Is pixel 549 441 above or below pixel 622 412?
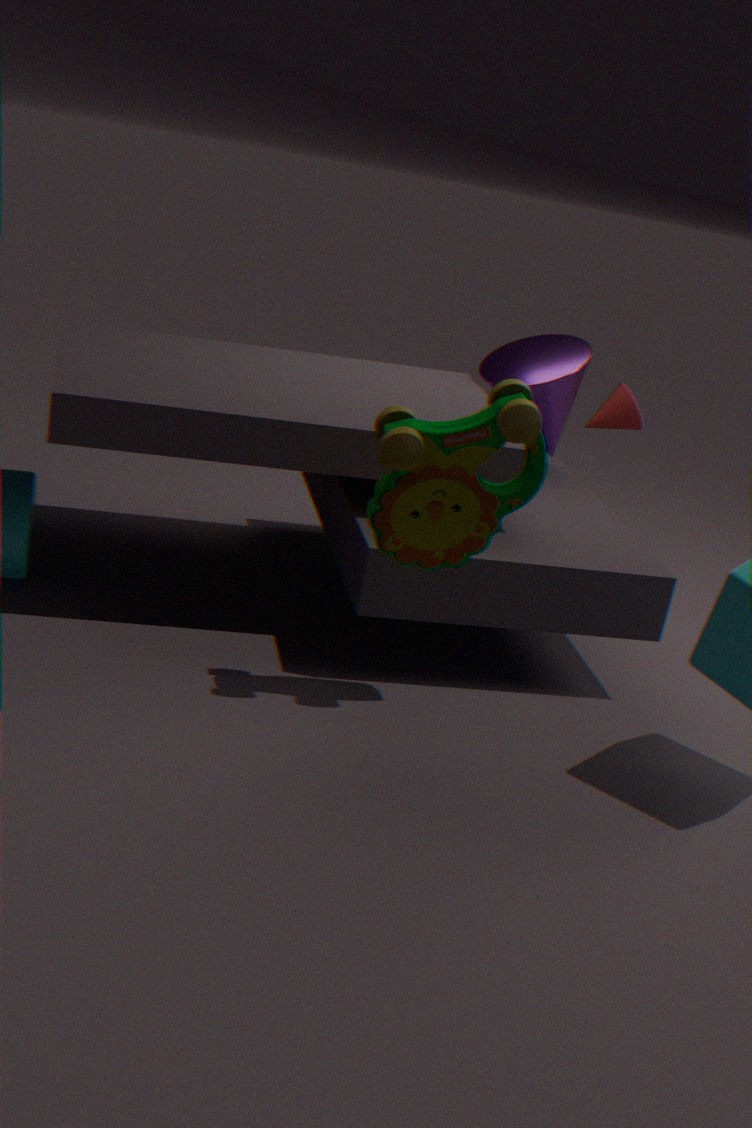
above
